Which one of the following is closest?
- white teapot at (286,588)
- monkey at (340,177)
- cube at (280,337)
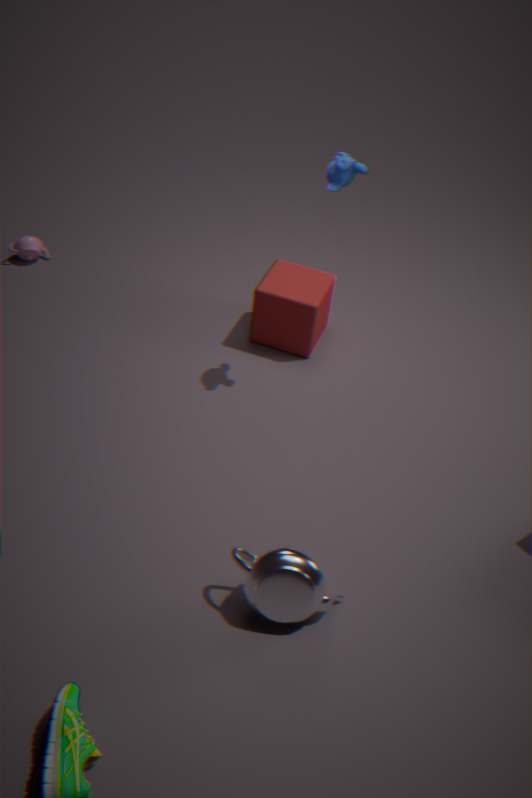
white teapot at (286,588)
